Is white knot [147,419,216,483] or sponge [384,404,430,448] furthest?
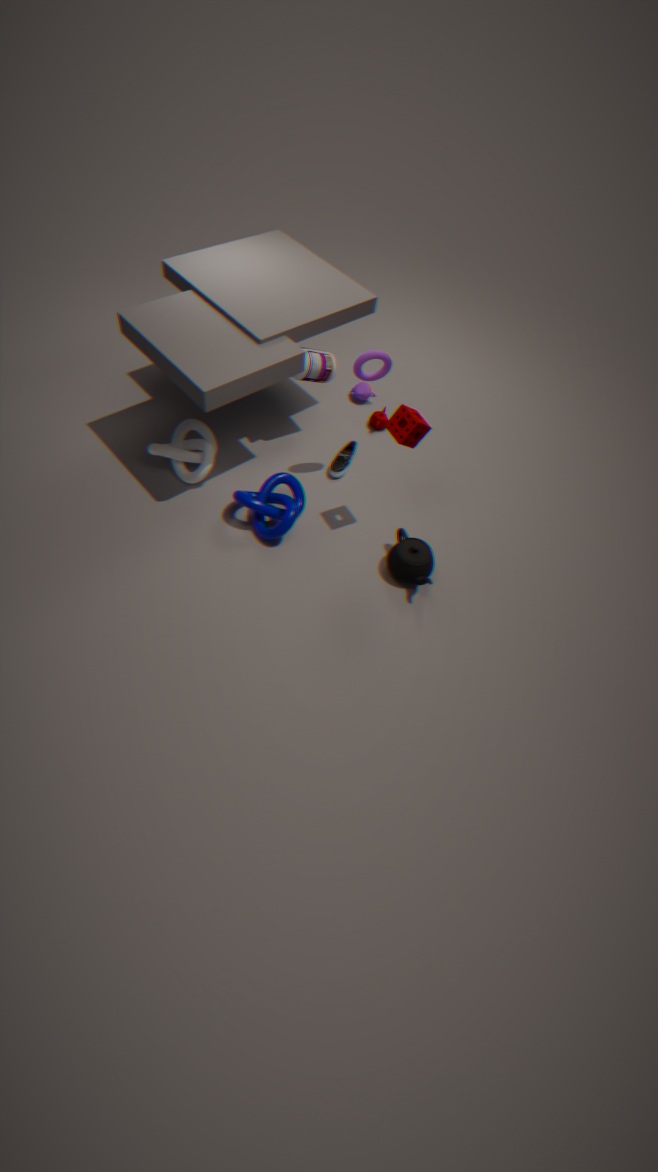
white knot [147,419,216,483]
